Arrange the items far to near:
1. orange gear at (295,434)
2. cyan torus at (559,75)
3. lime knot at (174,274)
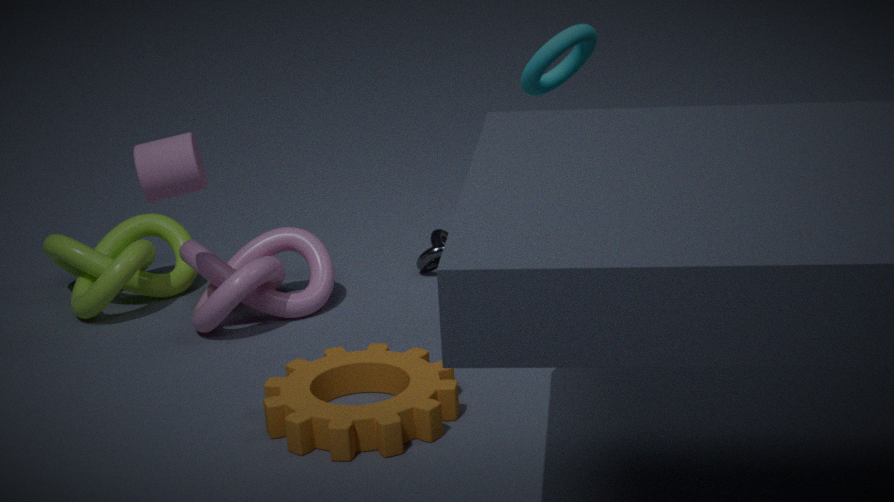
lime knot at (174,274), cyan torus at (559,75), orange gear at (295,434)
